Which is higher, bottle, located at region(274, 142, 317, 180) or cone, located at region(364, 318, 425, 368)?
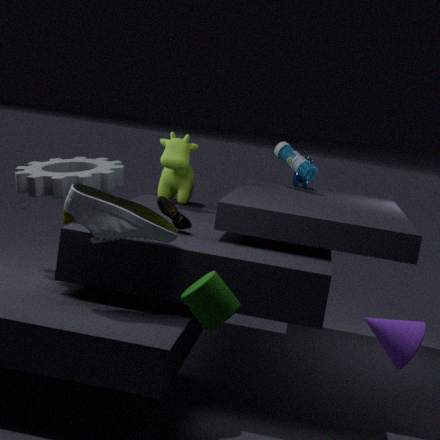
bottle, located at region(274, 142, 317, 180)
